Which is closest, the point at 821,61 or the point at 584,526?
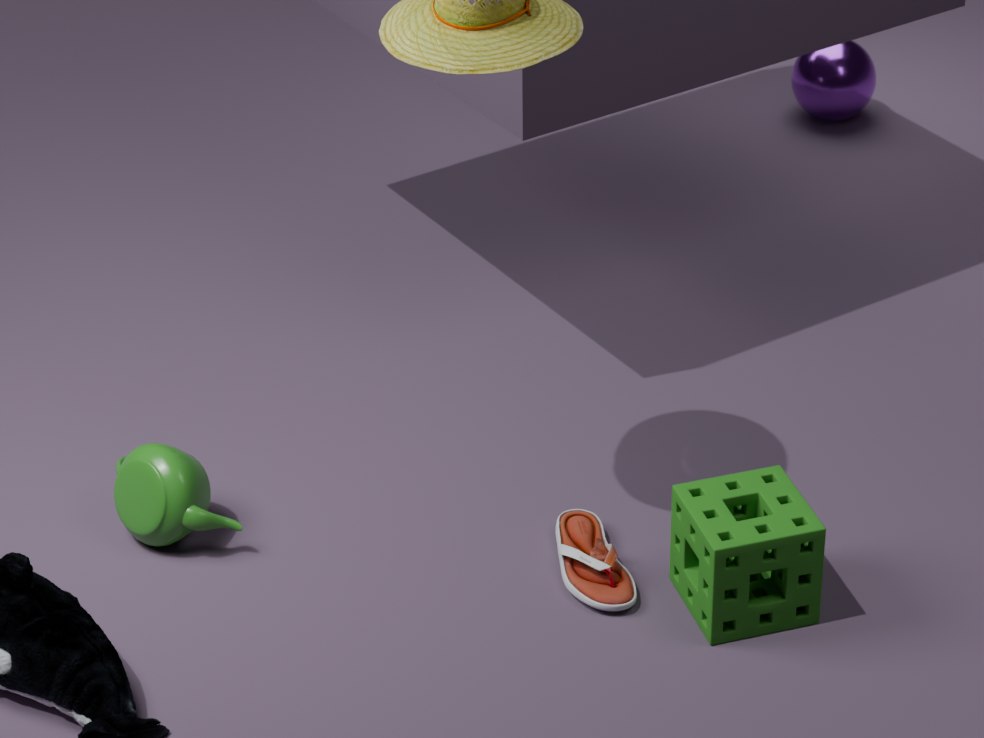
the point at 584,526
